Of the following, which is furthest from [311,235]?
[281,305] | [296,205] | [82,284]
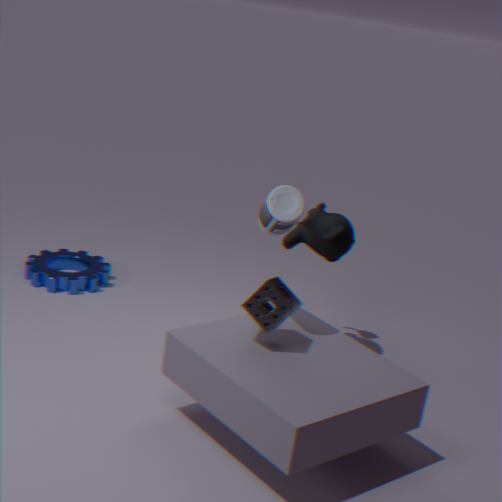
[82,284]
